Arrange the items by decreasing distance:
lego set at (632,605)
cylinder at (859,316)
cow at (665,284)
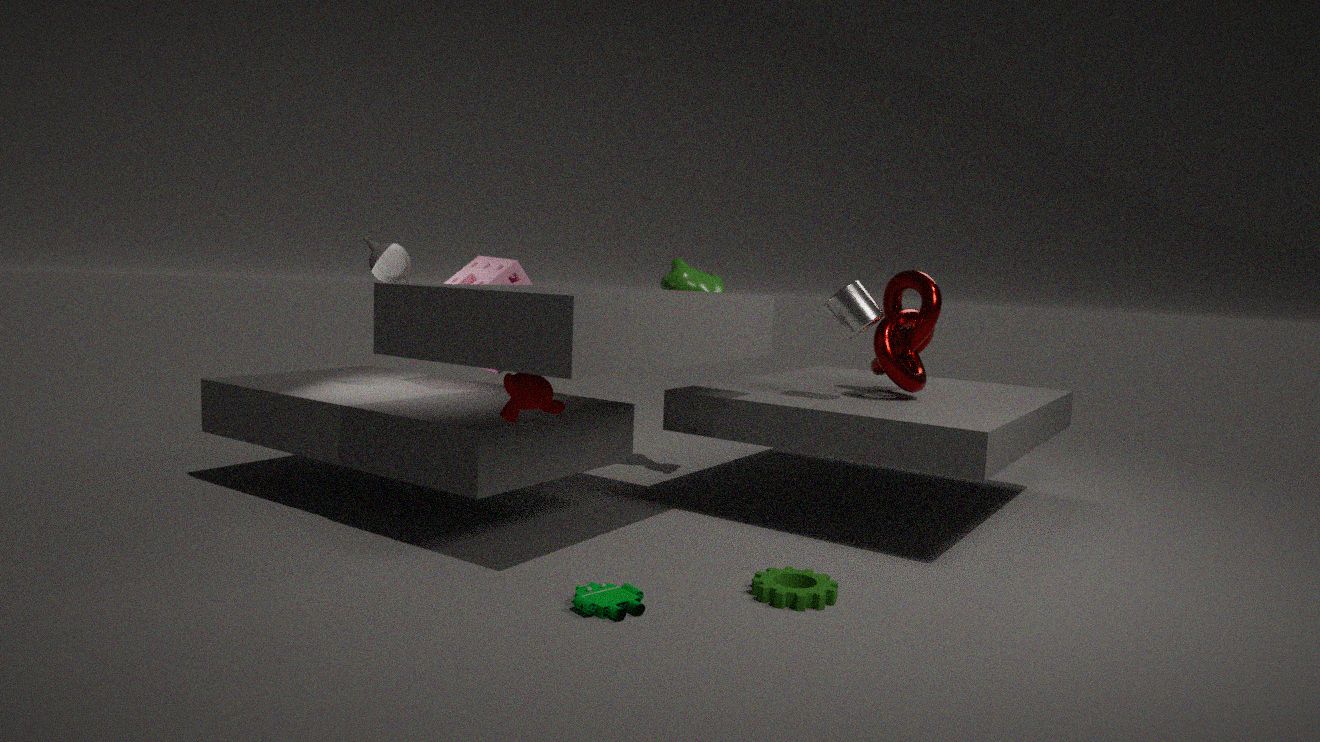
cow at (665,284) → cylinder at (859,316) → lego set at (632,605)
